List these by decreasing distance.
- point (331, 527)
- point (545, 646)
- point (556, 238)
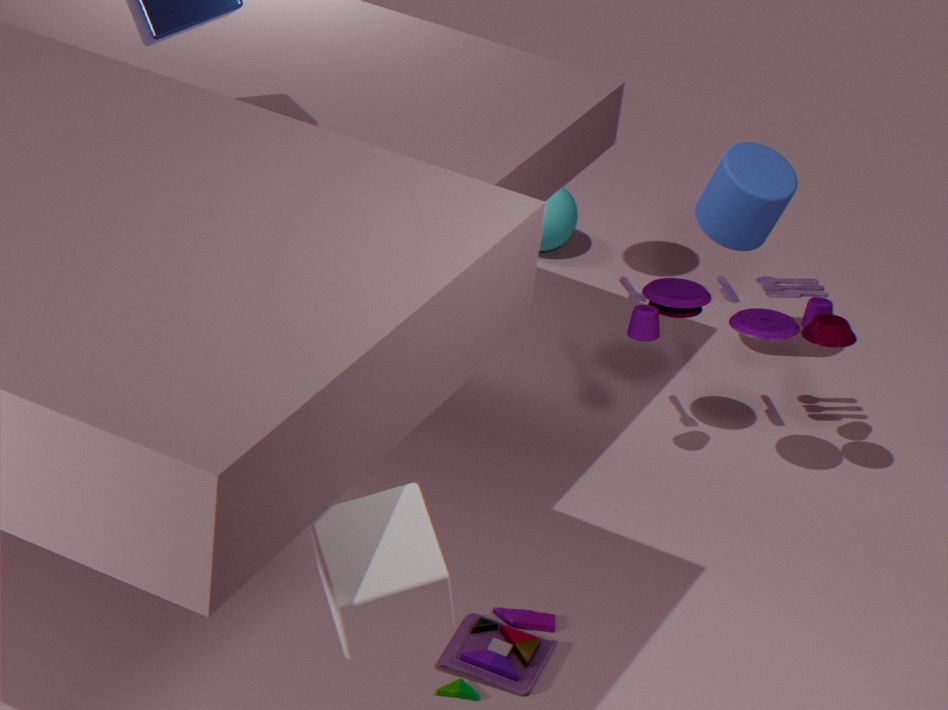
point (556, 238), point (545, 646), point (331, 527)
